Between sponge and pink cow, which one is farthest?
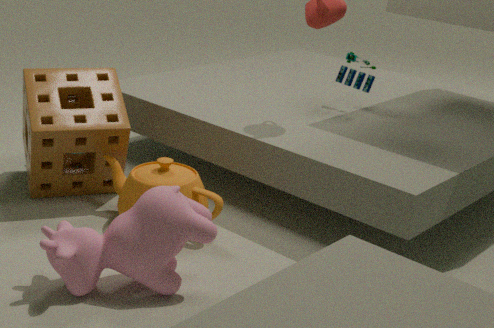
sponge
